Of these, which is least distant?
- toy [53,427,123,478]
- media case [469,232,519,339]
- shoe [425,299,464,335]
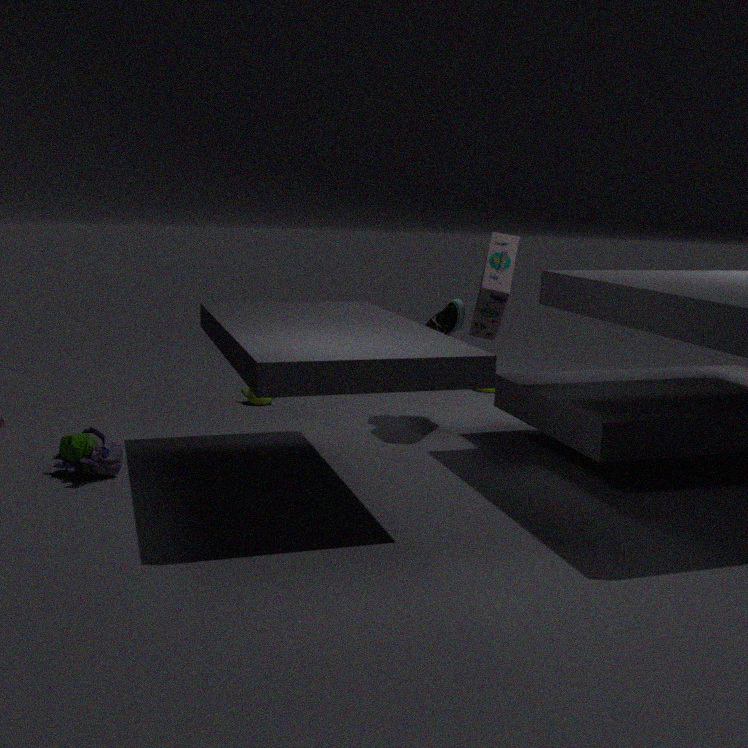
toy [53,427,123,478]
